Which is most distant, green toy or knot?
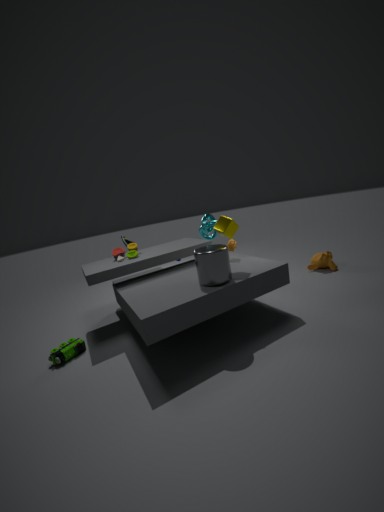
knot
